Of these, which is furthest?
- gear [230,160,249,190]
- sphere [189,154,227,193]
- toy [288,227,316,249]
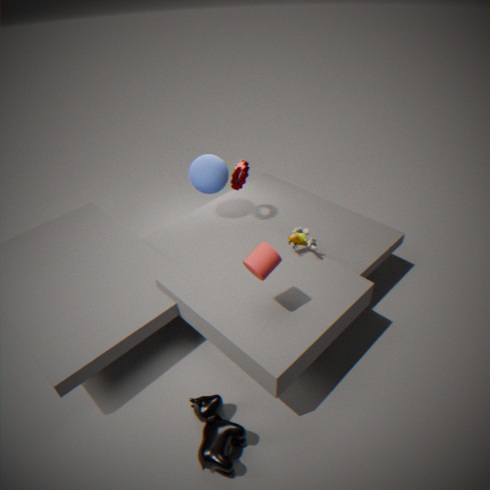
sphere [189,154,227,193]
